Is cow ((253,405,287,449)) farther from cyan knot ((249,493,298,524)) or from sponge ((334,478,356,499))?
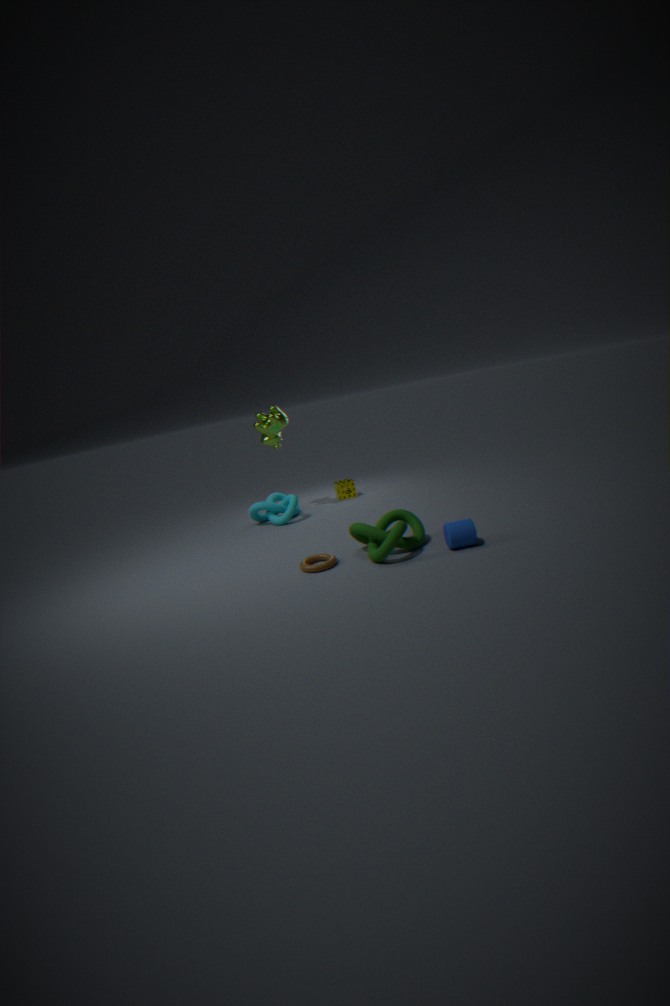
sponge ((334,478,356,499))
